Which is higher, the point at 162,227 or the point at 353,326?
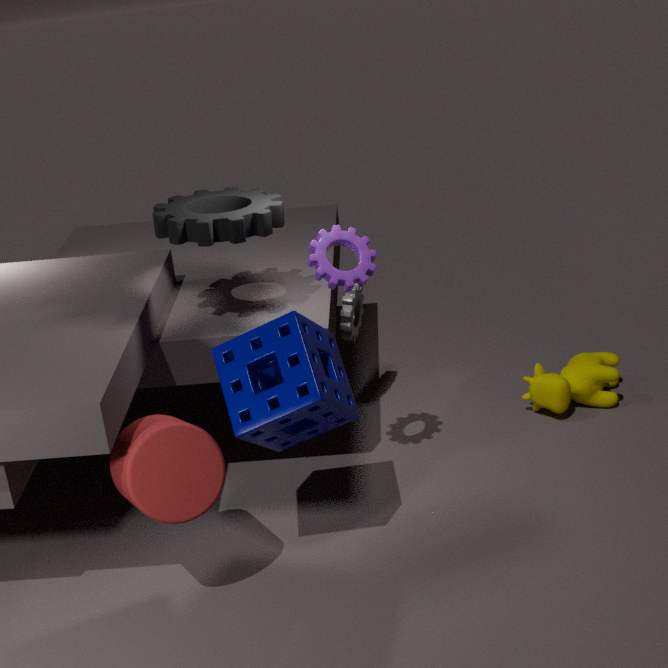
the point at 162,227
